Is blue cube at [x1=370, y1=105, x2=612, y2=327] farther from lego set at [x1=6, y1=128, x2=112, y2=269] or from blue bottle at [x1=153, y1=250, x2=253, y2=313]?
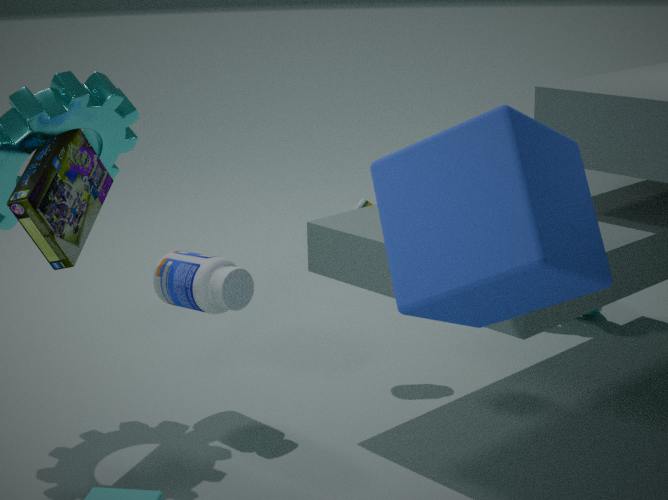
lego set at [x1=6, y1=128, x2=112, y2=269]
